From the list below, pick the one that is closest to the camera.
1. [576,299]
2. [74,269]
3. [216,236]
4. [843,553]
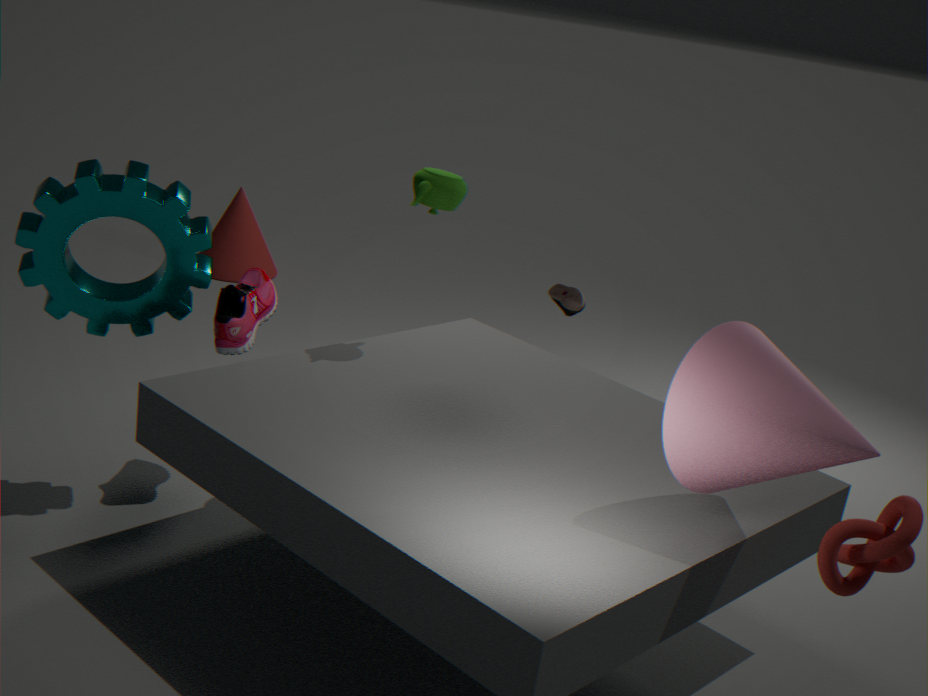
[843,553]
